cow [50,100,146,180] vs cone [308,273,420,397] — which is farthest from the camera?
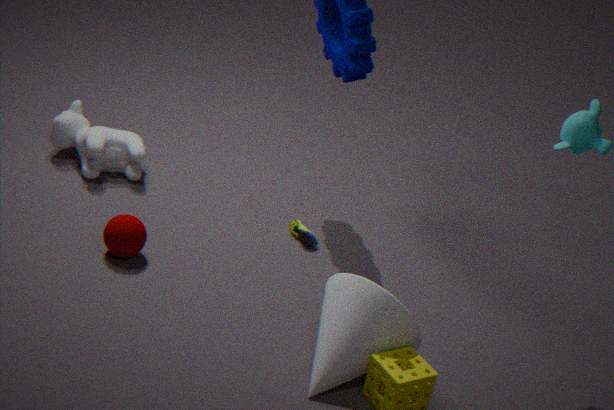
cow [50,100,146,180]
